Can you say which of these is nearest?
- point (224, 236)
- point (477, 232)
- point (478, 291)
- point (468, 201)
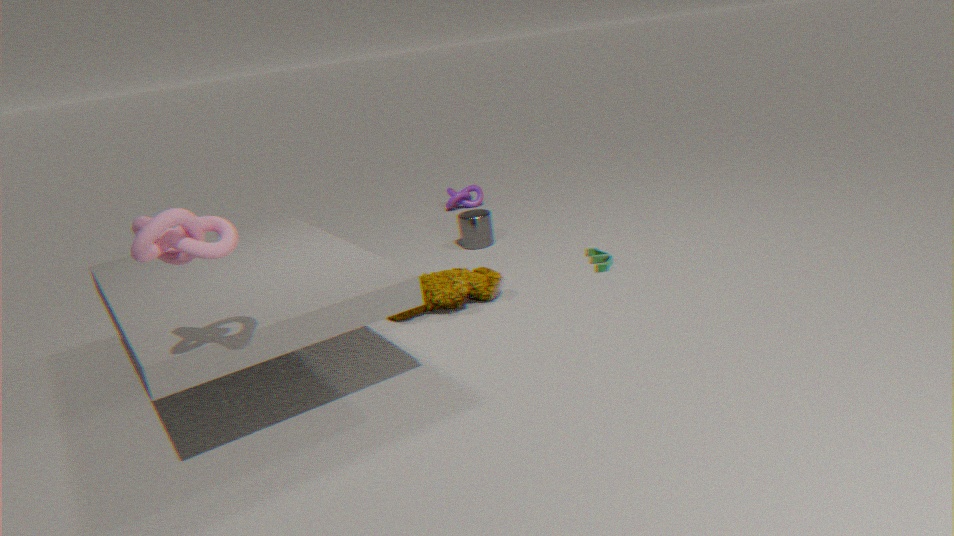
point (224, 236)
